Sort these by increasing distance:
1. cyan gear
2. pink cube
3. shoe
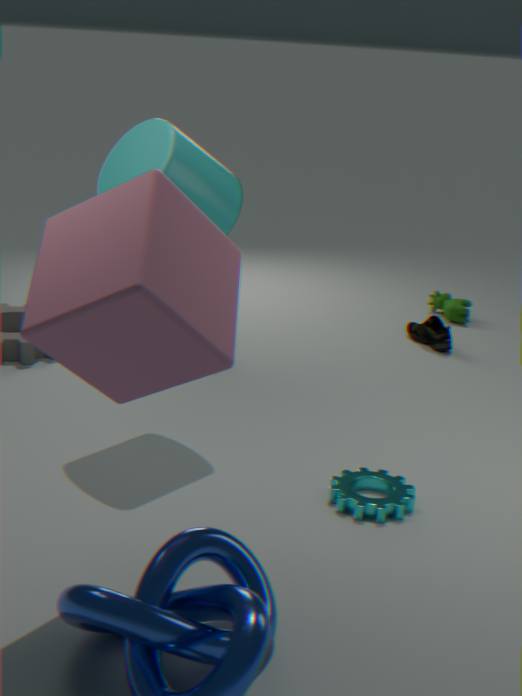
pink cube → cyan gear → shoe
